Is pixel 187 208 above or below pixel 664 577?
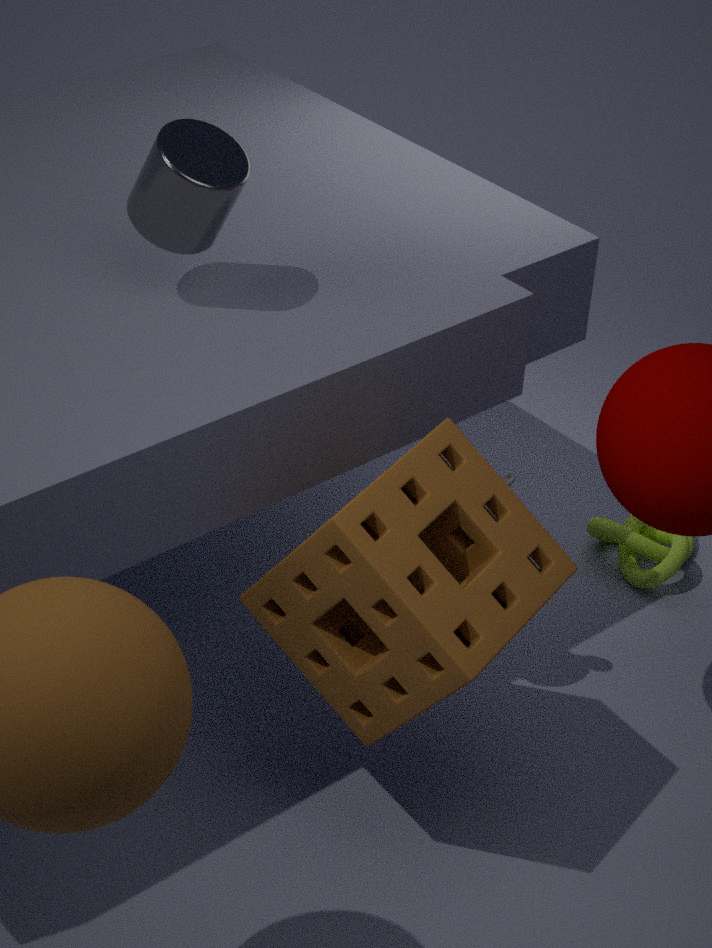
above
